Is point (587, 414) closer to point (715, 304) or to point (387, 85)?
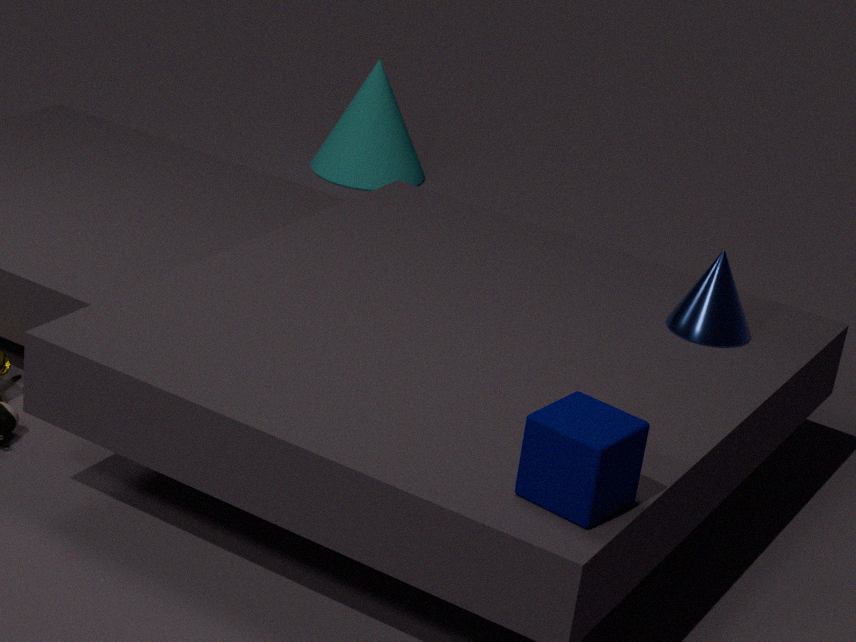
point (715, 304)
